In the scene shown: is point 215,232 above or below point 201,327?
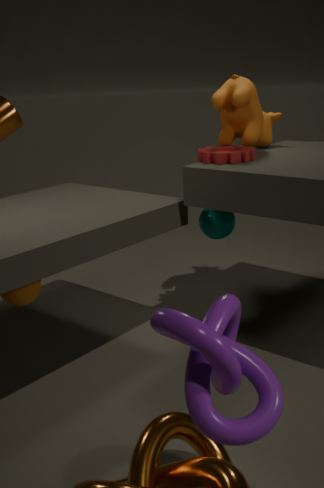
below
